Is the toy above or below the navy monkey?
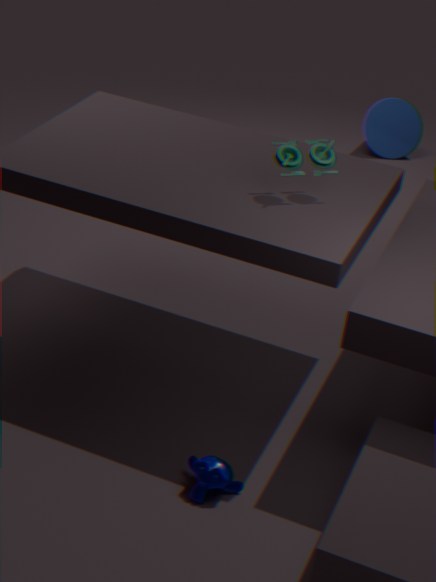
above
